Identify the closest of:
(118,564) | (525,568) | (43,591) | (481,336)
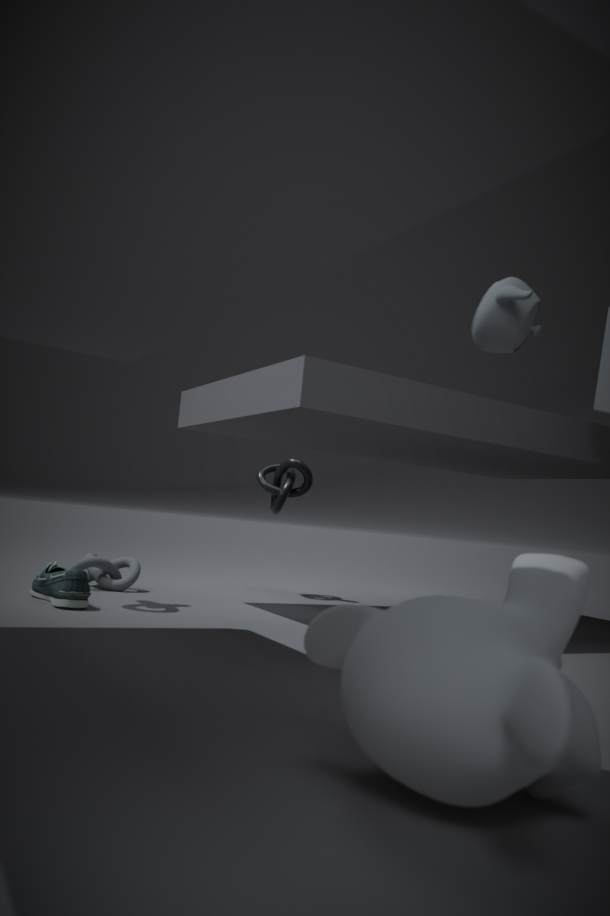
(525,568)
